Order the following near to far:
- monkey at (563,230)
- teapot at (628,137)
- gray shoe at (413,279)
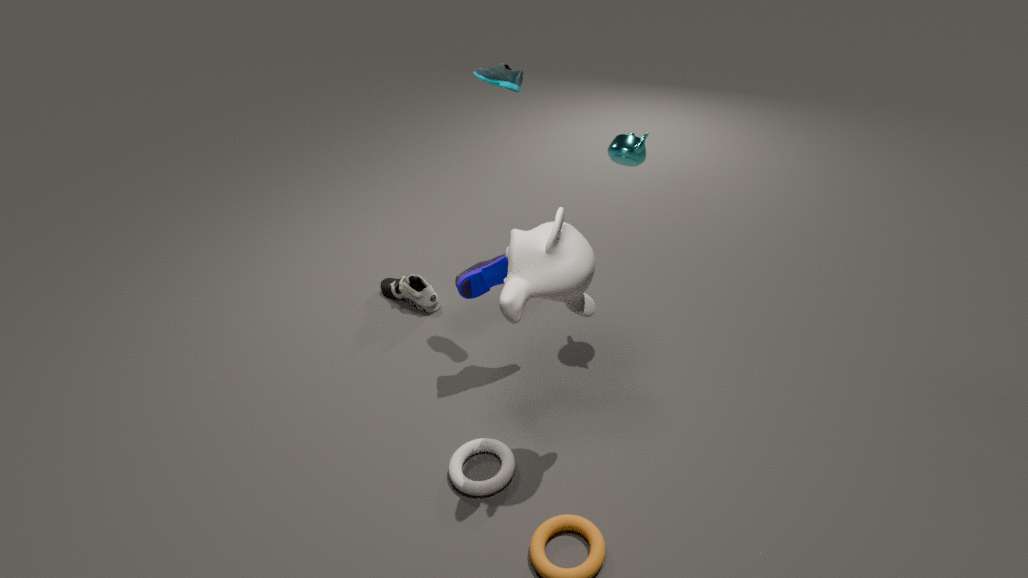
monkey at (563,230) < teapot at (628,137) < gray shoe at (413,279)
